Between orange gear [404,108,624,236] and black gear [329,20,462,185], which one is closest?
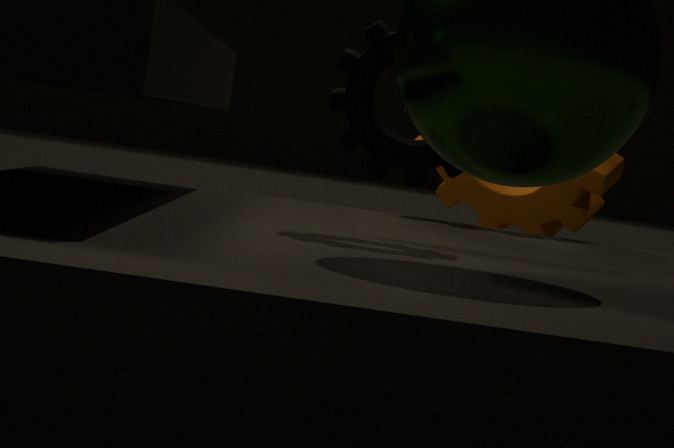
black gear [329,20,462,185]
